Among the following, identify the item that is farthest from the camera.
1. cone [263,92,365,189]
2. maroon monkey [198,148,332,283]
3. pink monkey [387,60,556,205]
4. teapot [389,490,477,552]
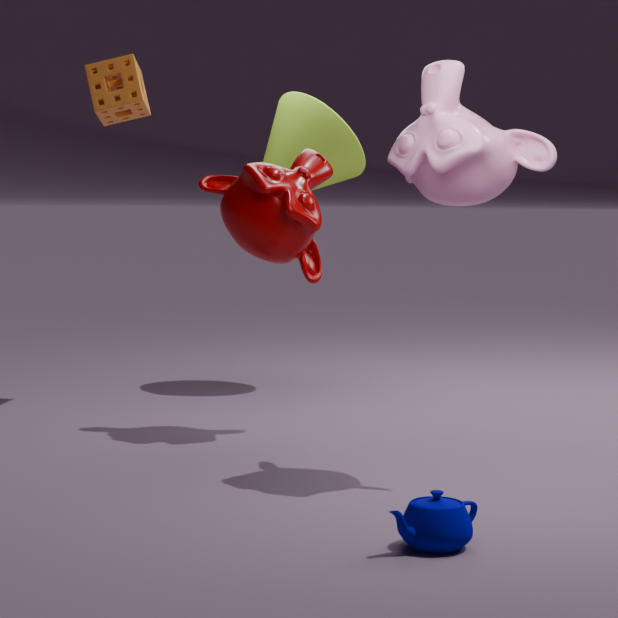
cone [263,92,365,189]
